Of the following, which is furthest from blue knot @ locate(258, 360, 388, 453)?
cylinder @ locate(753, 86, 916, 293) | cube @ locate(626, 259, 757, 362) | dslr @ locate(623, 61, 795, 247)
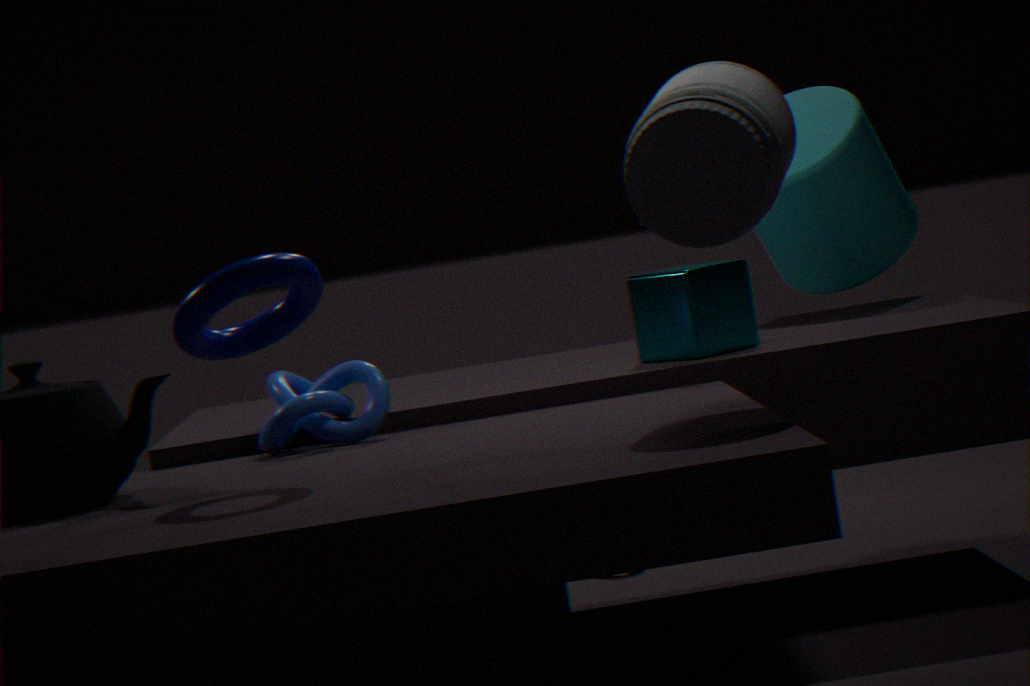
cylinder @ locate(753, 86, 916, 293)
